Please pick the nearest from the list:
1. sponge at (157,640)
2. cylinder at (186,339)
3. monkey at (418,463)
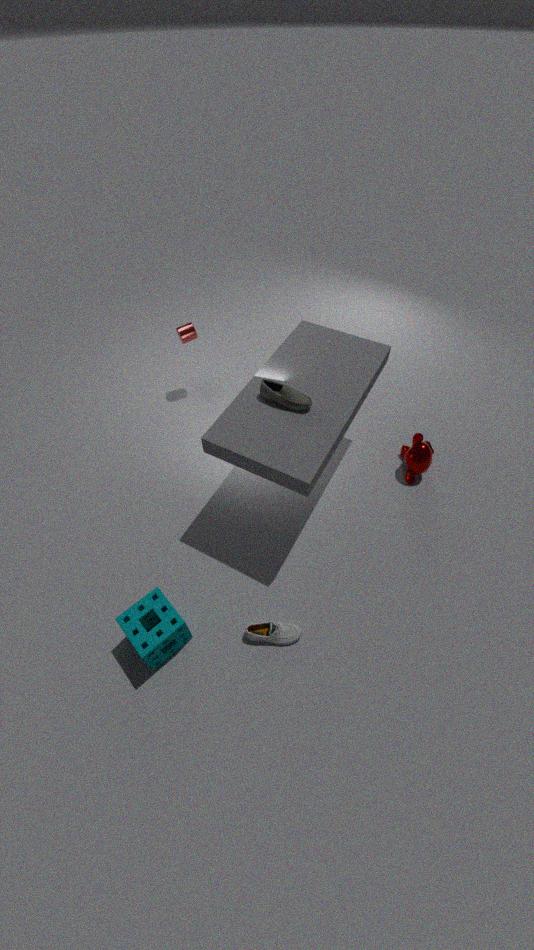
sponge at (157,640)
